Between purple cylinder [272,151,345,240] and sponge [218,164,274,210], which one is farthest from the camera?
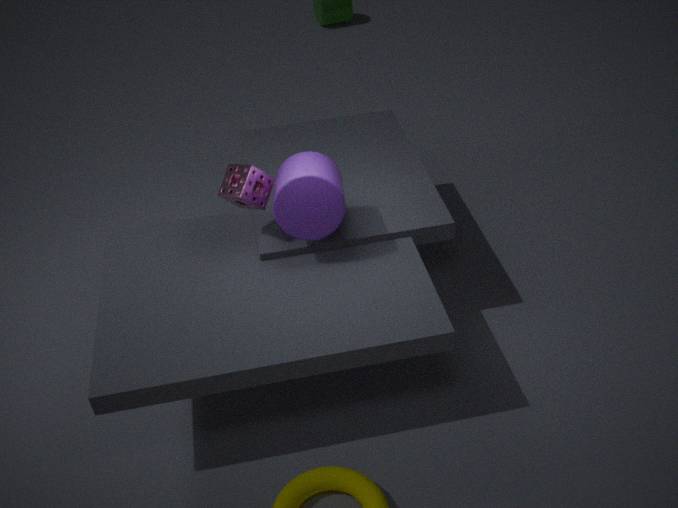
sponge [218,164,274,210]
